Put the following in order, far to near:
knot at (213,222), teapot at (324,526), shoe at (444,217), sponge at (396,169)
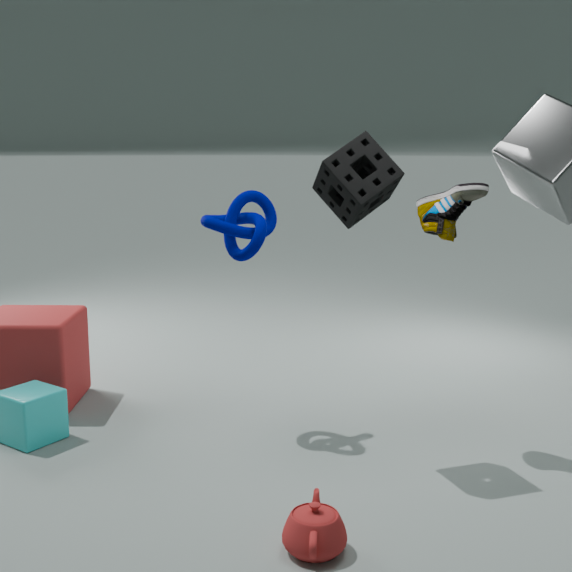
knot at (213,222)
shoe at (444,217)
sponge at (396,169)
teapot at (324,526)
